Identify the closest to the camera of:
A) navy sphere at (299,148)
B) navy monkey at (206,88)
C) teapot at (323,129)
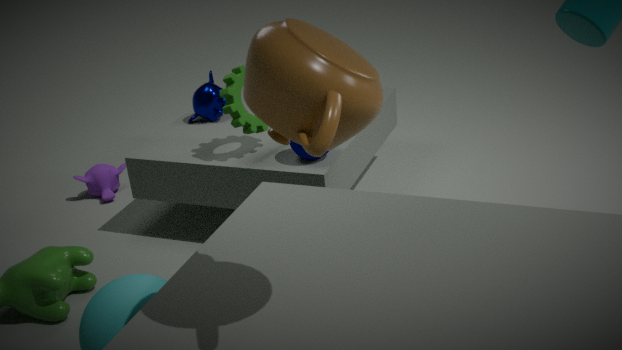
teapot at (323,129)
